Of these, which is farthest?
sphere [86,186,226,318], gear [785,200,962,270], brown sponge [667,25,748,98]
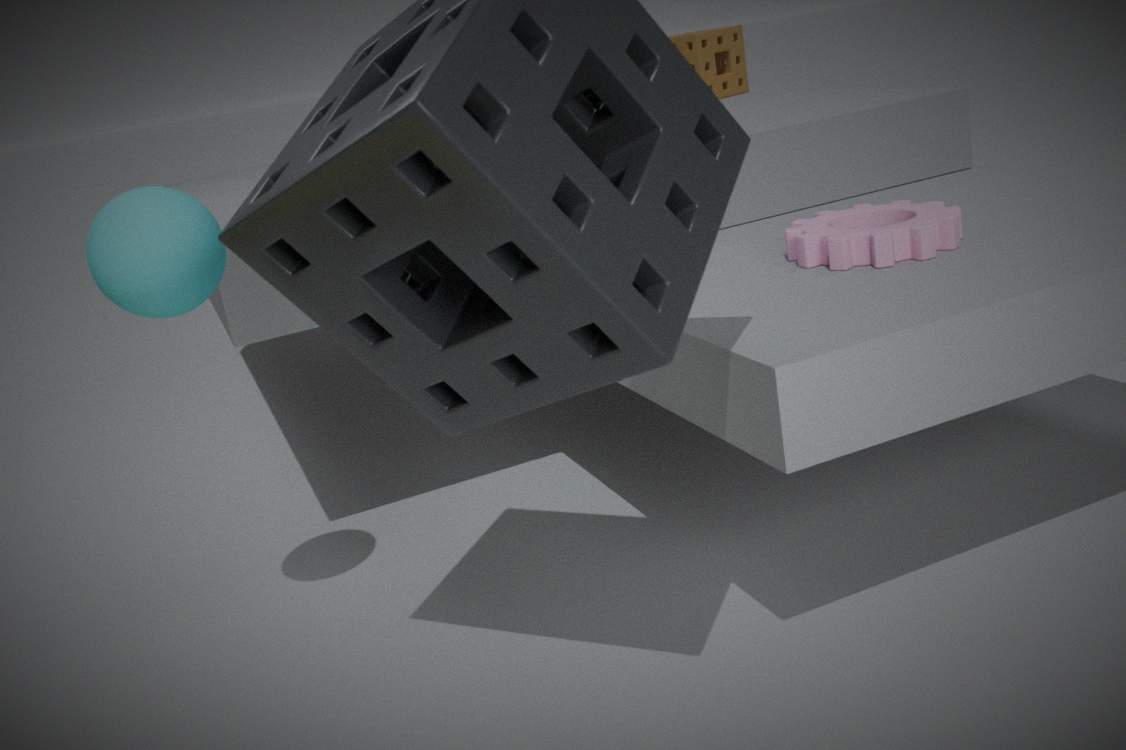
brown sponge [667,25,748,98]
